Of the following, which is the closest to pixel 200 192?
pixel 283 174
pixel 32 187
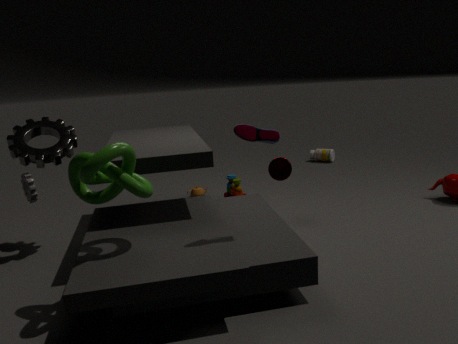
pixel 283 174
